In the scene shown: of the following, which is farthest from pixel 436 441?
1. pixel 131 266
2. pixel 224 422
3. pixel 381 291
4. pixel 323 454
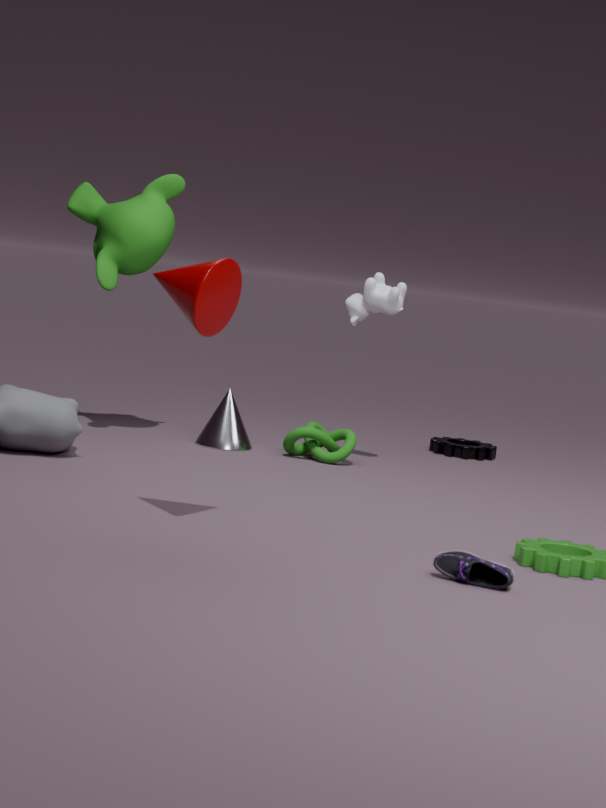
pixel 131 266
